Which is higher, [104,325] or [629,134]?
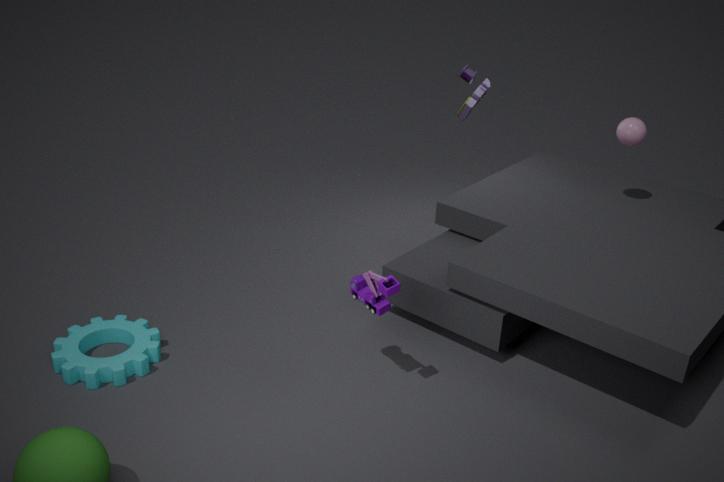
[629,134]
